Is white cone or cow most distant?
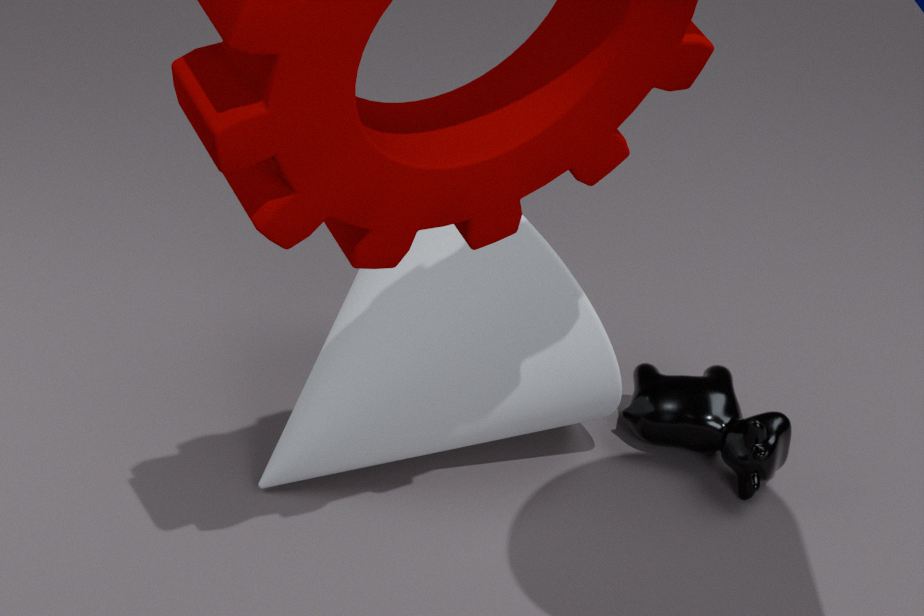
cow
